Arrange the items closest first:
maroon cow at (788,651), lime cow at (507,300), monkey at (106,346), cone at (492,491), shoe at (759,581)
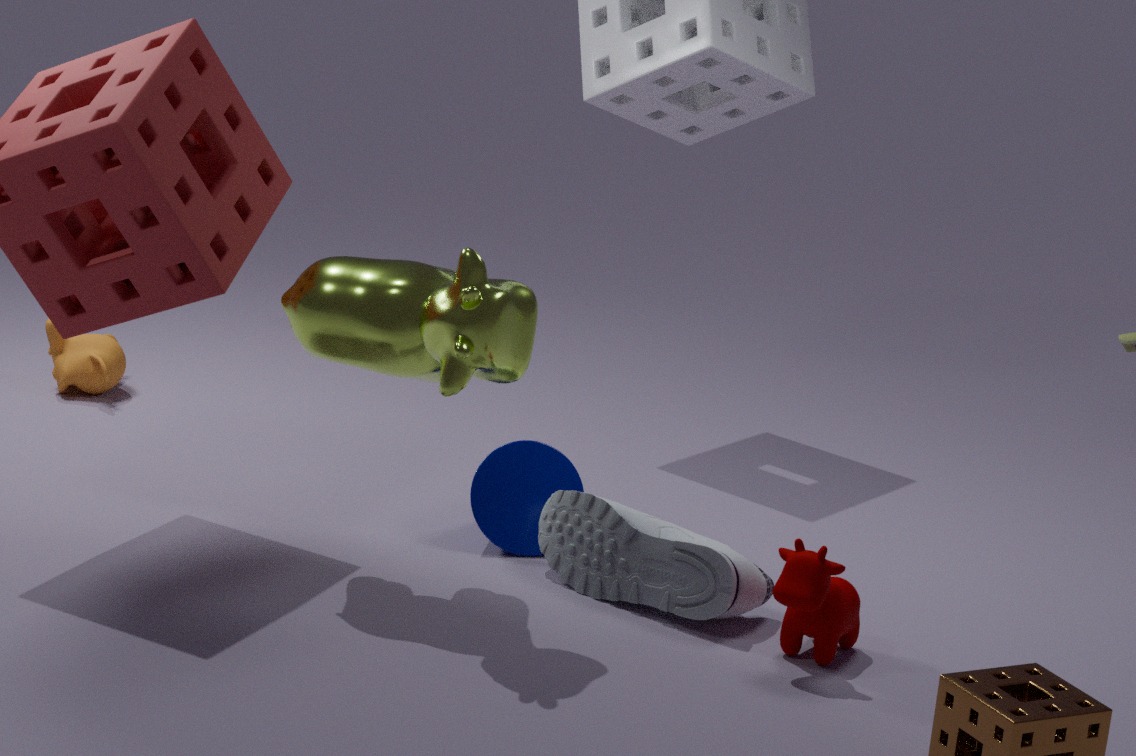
lime cow at (507,300), maroon cow at (788,651), shoe at (759,581), cone at (492,491), monkey at (106,346)
